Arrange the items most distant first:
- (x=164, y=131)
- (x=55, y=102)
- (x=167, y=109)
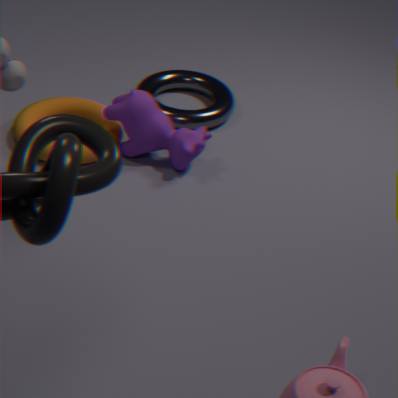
(x=167, y=109) < (x=55, y=102) < (x=164, y=131)
